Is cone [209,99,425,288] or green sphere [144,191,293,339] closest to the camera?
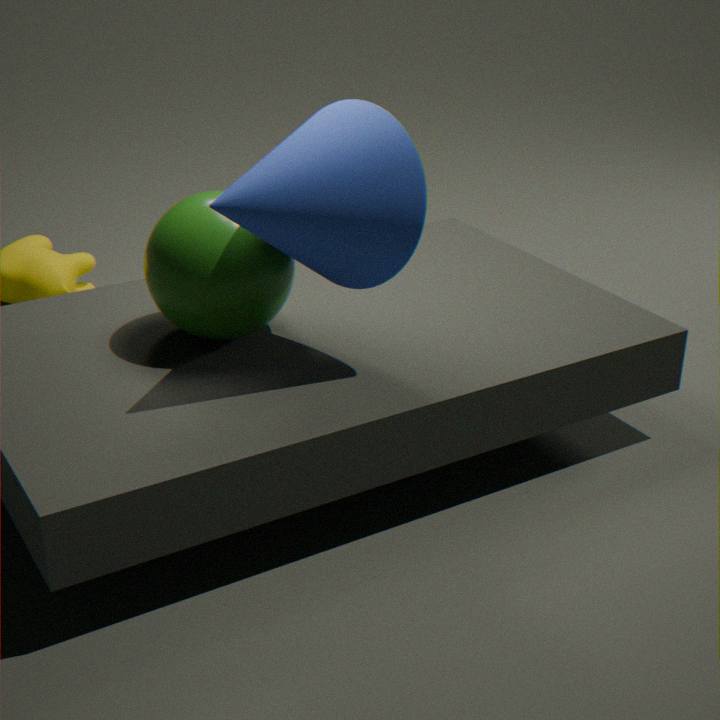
cone [209,99,425,288]
